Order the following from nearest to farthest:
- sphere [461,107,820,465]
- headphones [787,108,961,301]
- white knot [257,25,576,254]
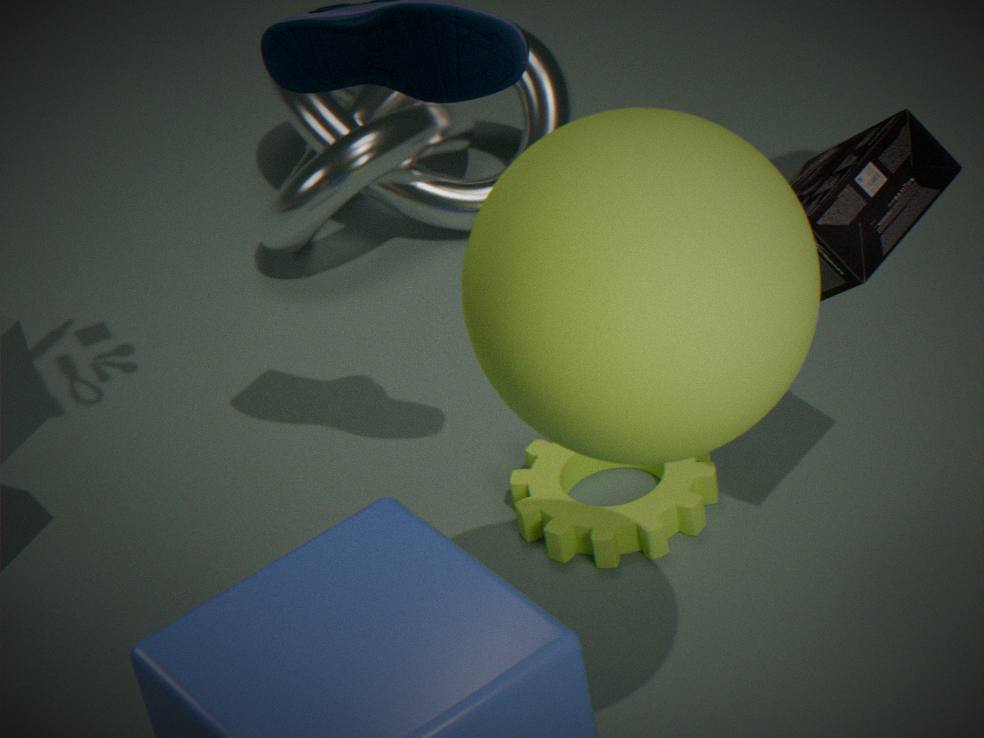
sphere [461,107,820,465] < headphones [787,108,961,301] < white knot [257,25,576,254]
